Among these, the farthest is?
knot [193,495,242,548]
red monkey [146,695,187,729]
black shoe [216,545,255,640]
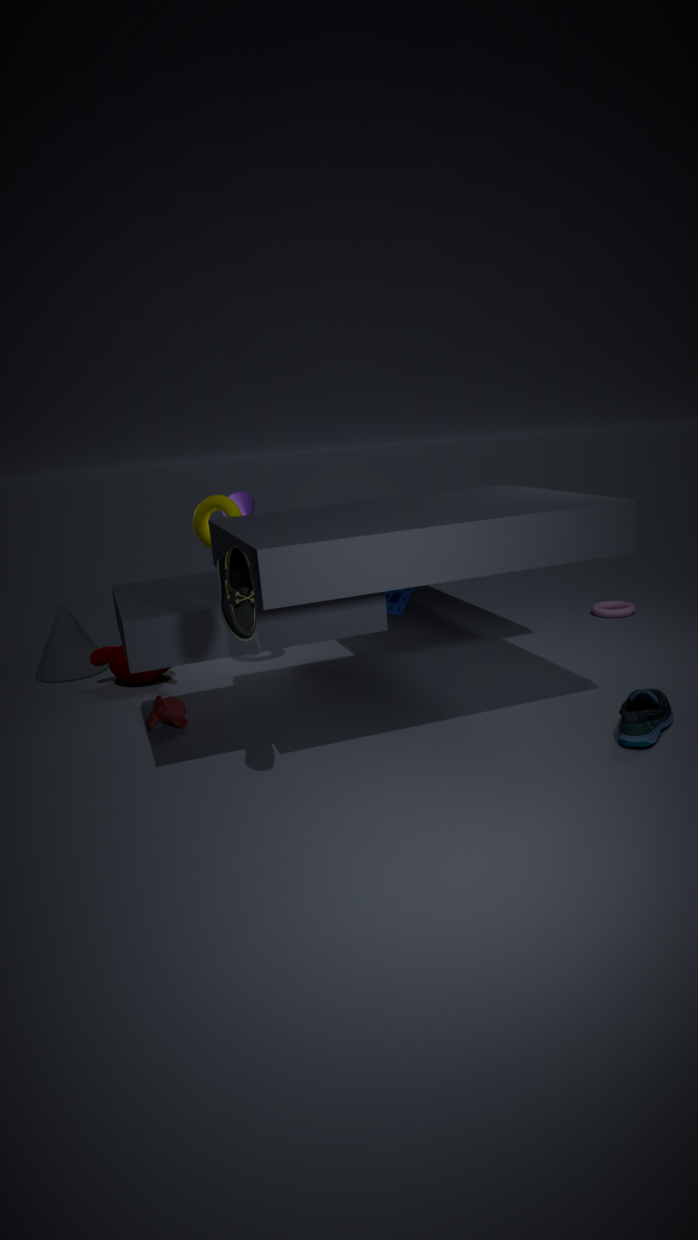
knot [193,495,242,548]
